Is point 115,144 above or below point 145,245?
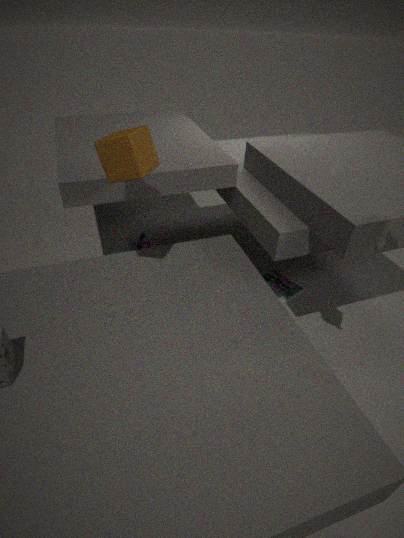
above
